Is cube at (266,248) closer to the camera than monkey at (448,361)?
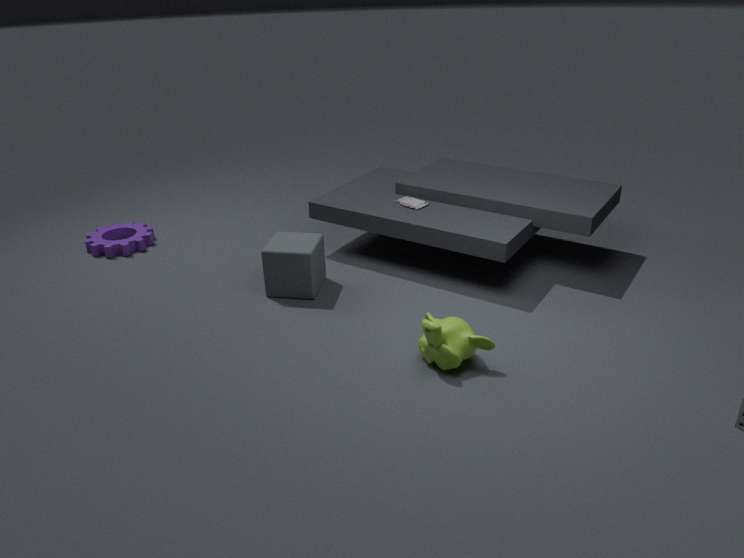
No
